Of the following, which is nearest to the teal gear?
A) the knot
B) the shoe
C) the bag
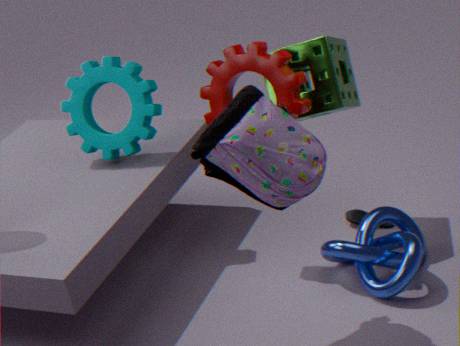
the bag
